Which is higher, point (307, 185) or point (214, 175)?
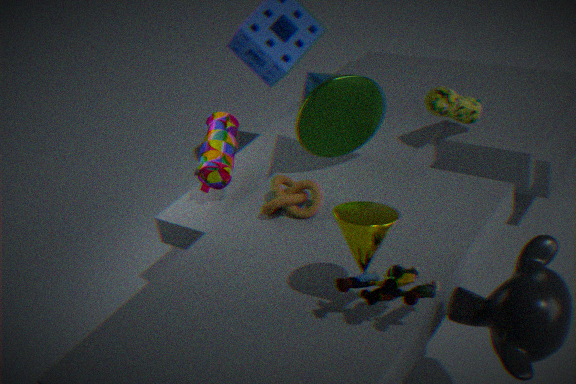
point (214, 175)
